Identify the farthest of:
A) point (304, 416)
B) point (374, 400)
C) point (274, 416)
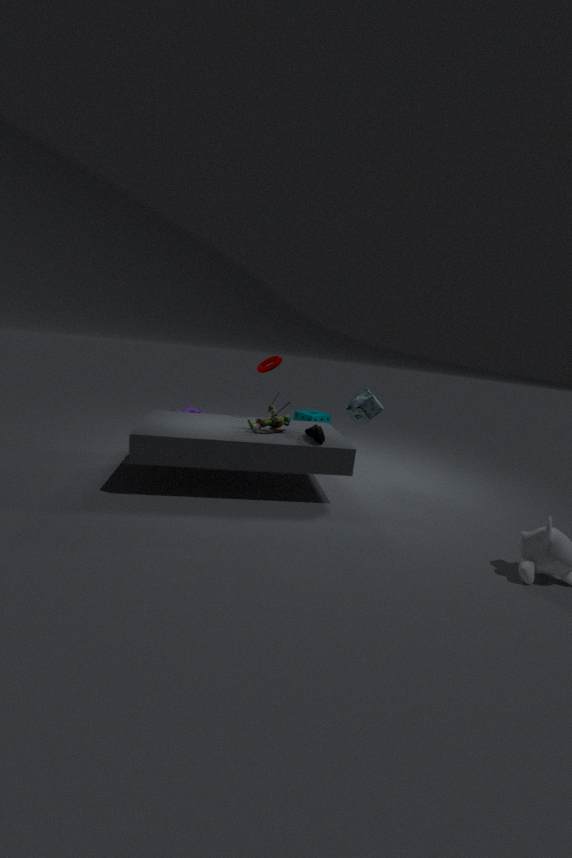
point (304, 416)
